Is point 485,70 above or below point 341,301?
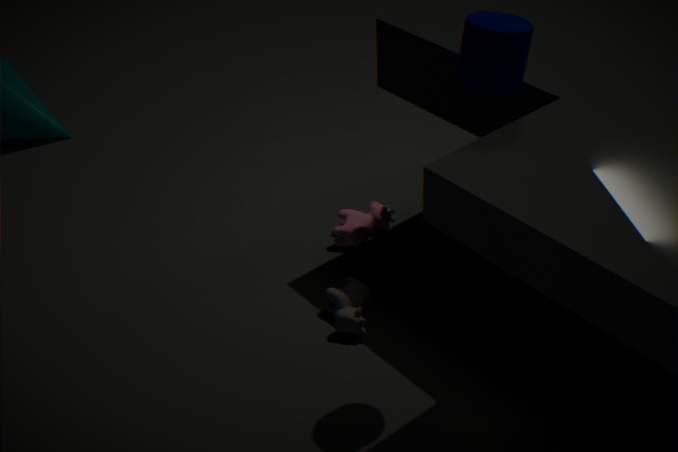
above
